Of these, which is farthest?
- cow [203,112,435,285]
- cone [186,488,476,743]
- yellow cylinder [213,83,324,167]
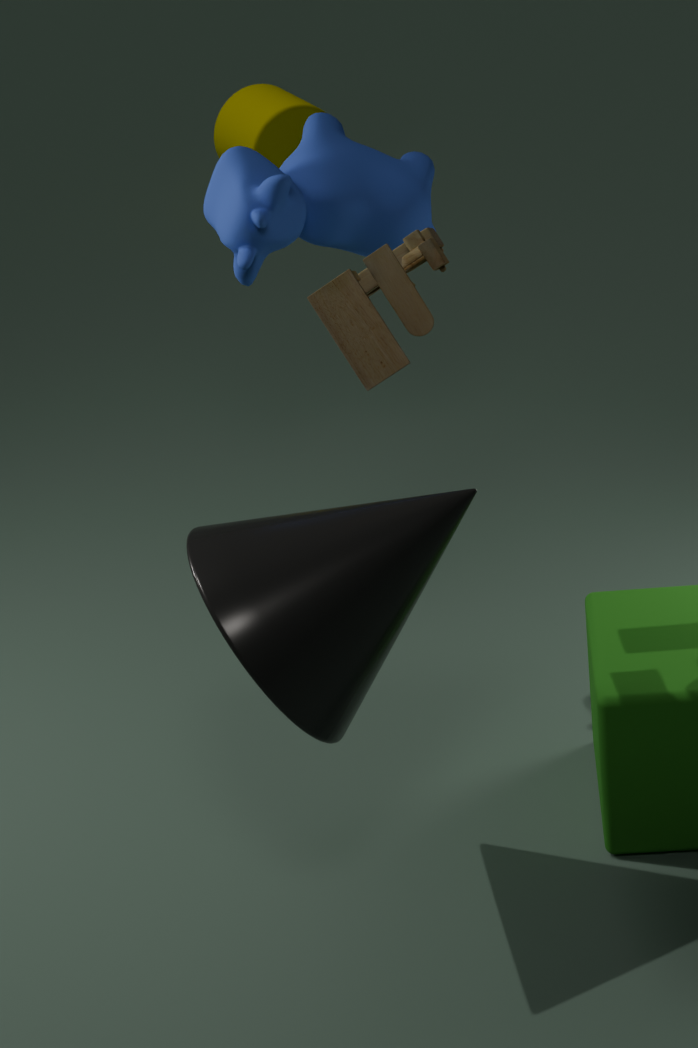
yellow cylinder [213,83,324,167]
